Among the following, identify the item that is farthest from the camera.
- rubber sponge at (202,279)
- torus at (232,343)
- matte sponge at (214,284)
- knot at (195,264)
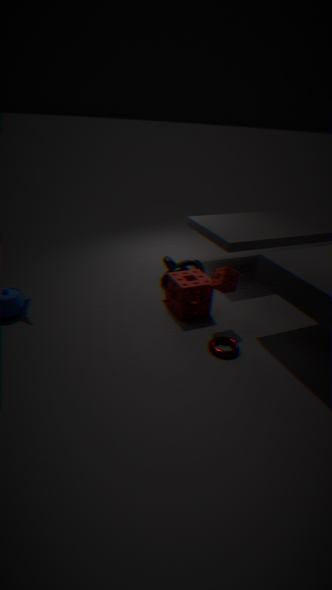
knot at (195,264)
